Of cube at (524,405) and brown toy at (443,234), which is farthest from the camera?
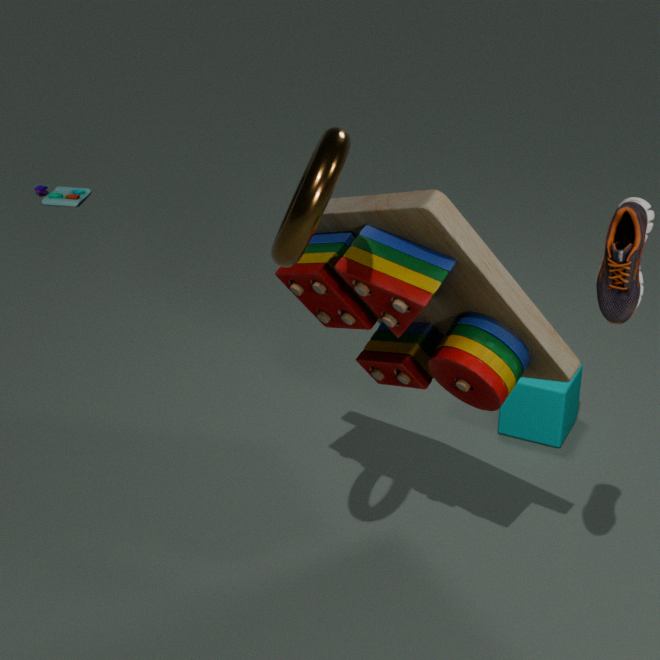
cube at (524,405)
